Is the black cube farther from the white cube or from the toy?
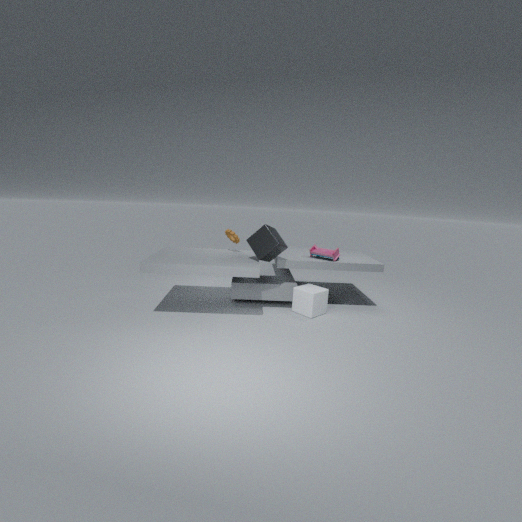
the white cube
